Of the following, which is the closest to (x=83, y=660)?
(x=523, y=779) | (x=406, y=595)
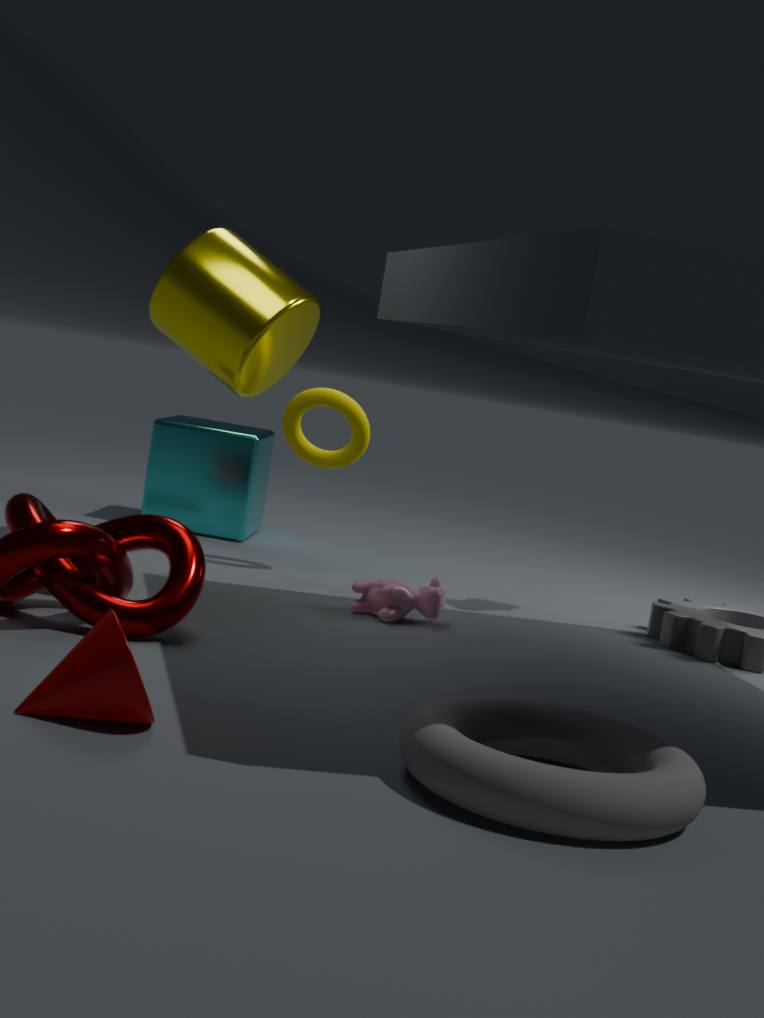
(x=523, y=779)
